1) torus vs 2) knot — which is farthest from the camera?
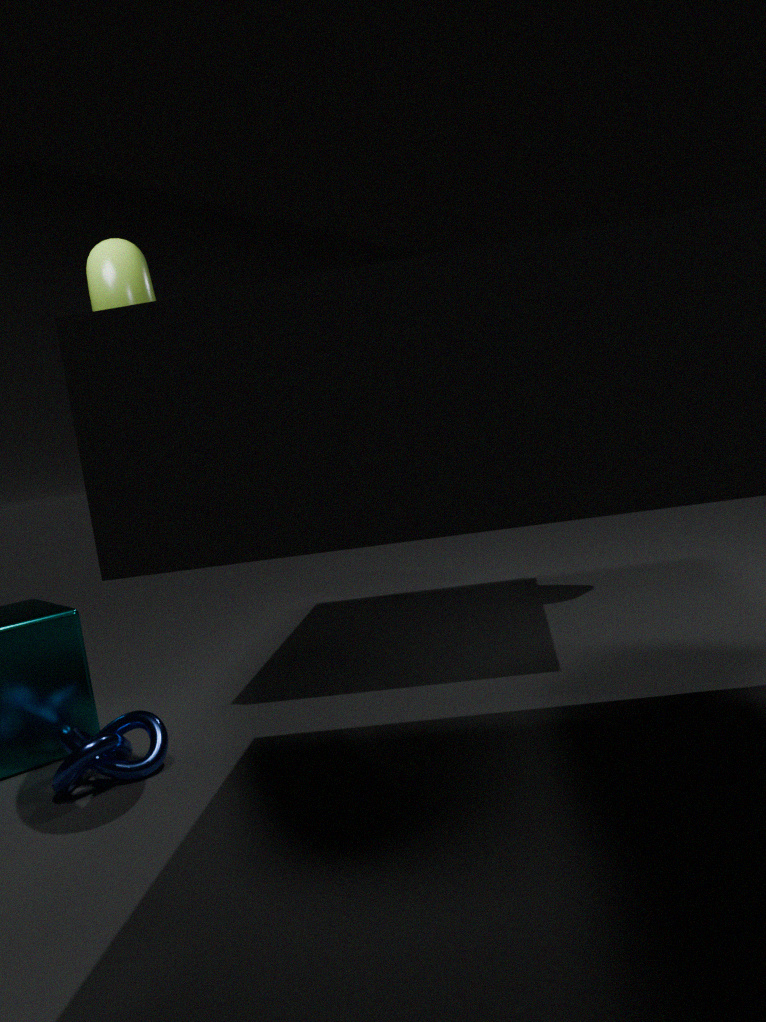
2. knot
